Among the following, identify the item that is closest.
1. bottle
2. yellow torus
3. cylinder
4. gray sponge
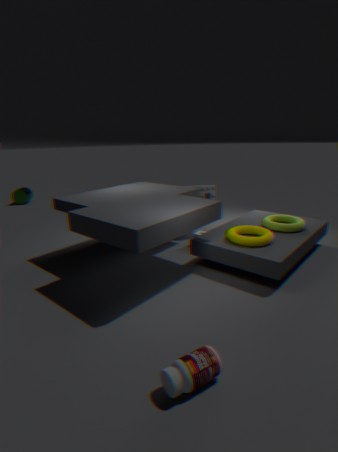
bottle
